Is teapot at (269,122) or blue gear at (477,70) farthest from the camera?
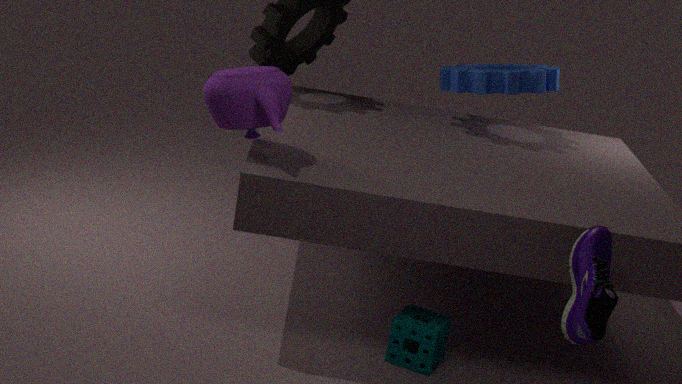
blue gear at (477,70)
